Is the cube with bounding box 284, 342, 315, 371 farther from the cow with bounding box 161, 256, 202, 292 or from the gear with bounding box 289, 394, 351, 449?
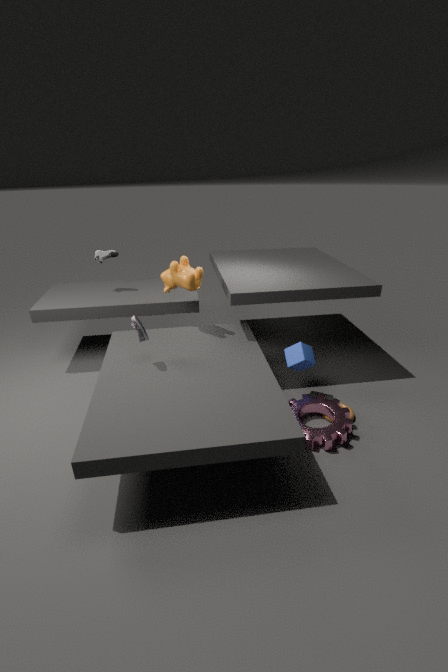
the cow with bounding box 161, 256, 202, 292
